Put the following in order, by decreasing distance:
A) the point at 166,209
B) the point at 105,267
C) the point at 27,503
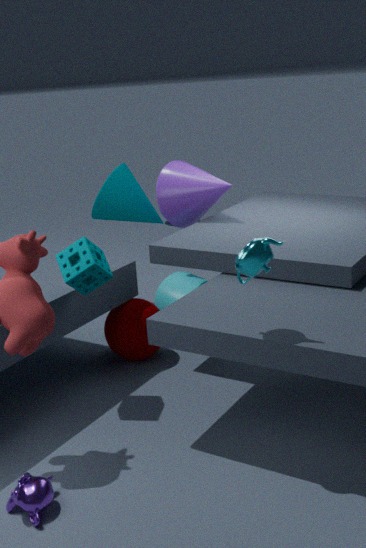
the point at 166,209 → the point at 105,267 → the point at 27,503
